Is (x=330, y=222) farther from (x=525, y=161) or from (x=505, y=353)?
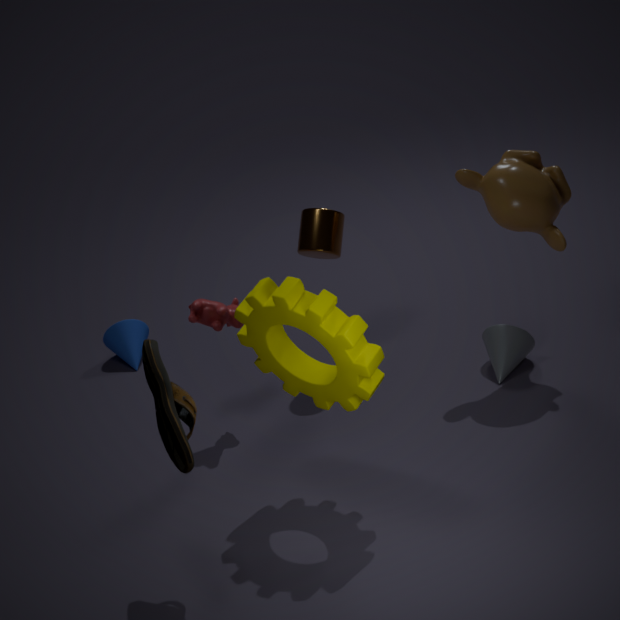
(x=505, y=353)
